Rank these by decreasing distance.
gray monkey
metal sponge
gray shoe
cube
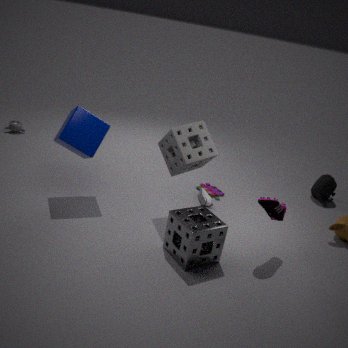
gray monkey
gray shoe
cube
metal sponge
